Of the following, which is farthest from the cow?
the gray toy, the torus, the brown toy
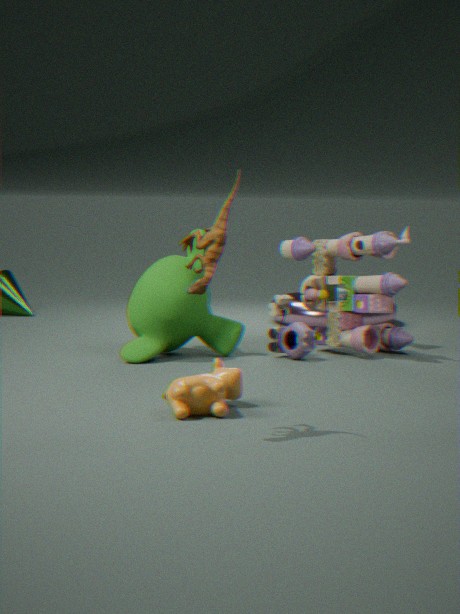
the torus
